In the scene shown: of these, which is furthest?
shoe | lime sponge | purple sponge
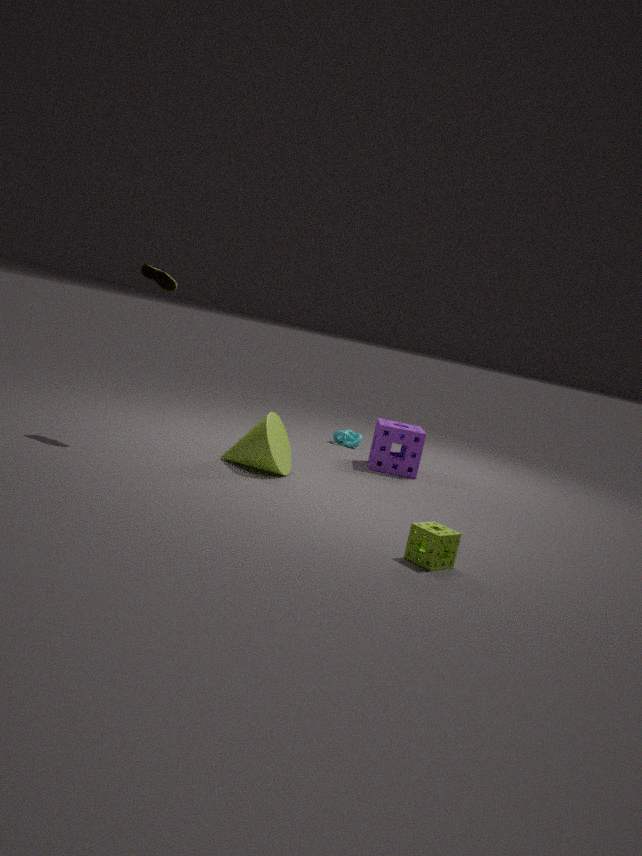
purple sponge
